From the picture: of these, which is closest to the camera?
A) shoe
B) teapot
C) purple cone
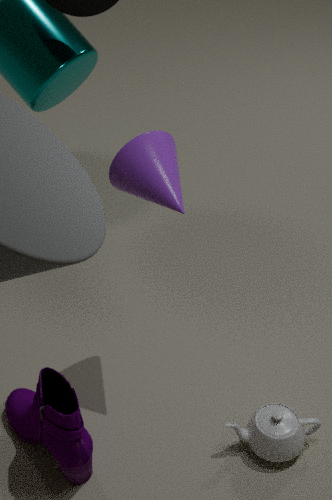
shoe
